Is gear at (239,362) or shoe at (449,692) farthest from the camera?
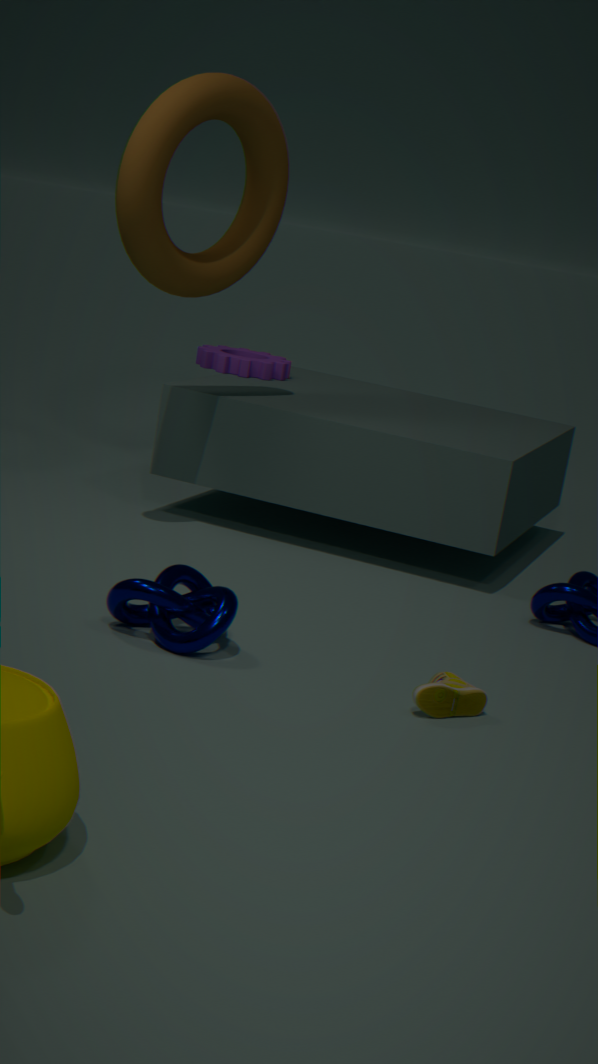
gear at (239,362)
